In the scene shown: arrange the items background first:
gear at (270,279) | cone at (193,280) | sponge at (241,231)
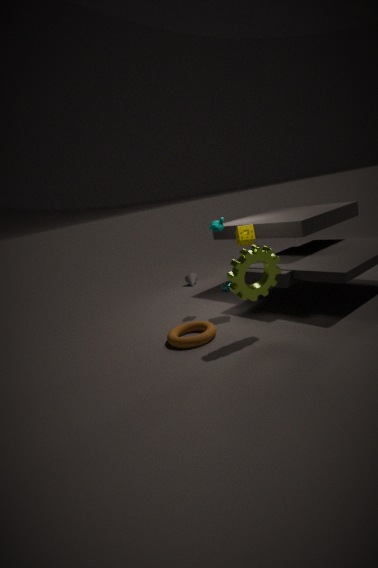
cone at (193,280) < sponge at (241,231) < gear at (270,279)
